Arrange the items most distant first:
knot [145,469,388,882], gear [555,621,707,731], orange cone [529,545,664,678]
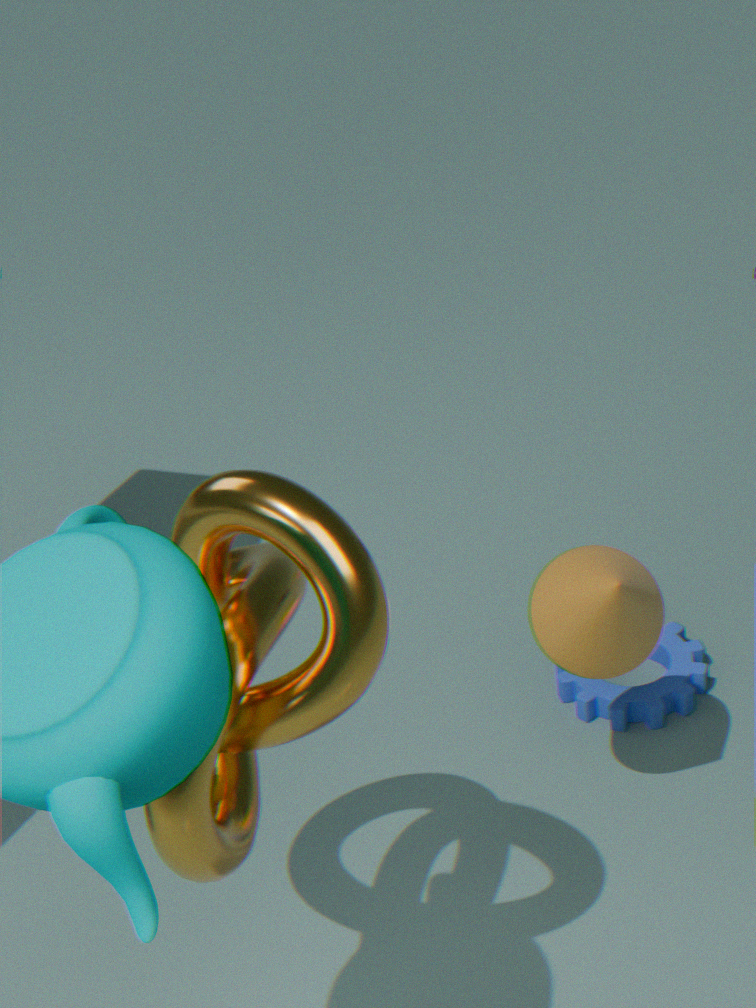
1. gear [555,621,707,731]
2. orange cone [529,545,664,678]
3. knot [145,469,388,882]
